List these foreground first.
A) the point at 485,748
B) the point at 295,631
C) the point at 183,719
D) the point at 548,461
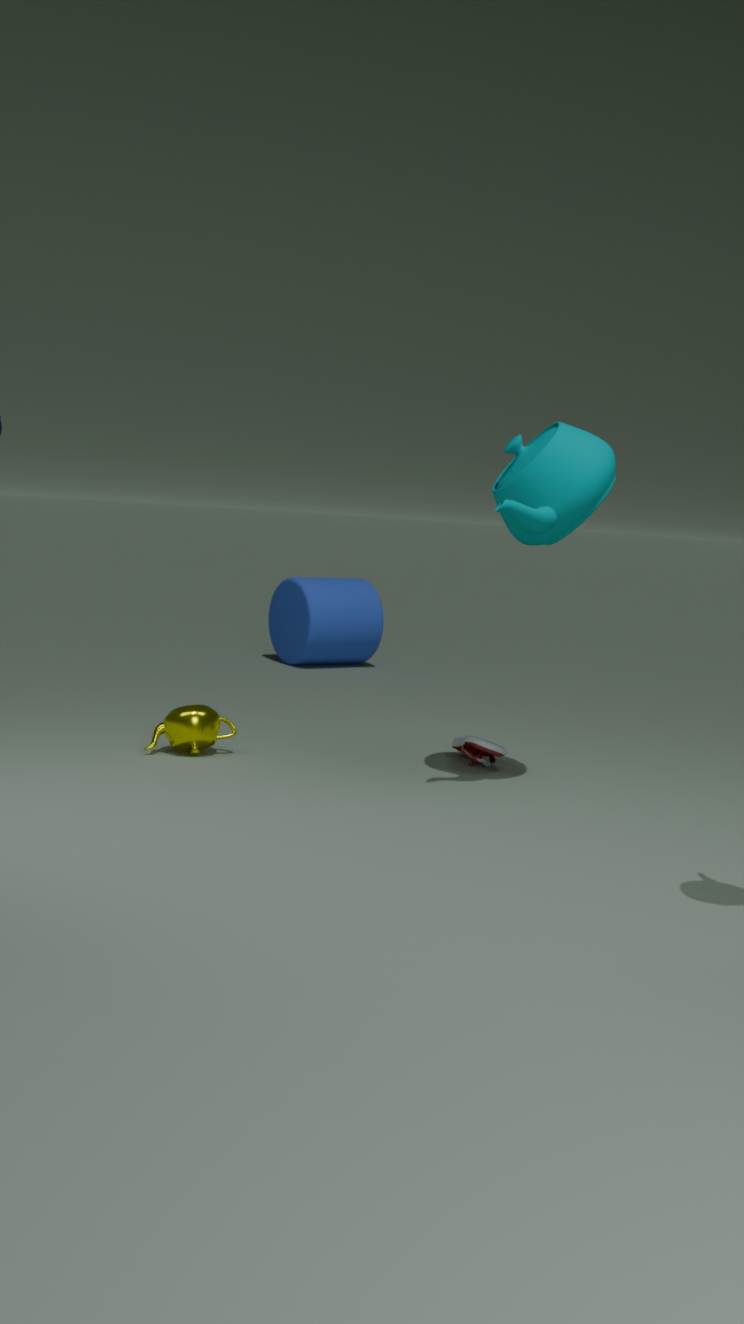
the point at 548,461 → the point at 183,719 → the point at 485,748 → the point at 295,631
